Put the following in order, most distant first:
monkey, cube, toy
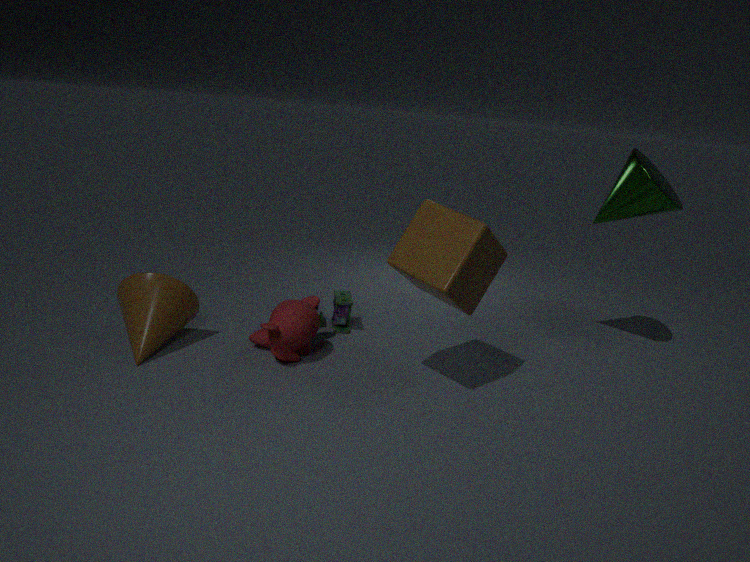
1. toy
2. monkey
3. cube
